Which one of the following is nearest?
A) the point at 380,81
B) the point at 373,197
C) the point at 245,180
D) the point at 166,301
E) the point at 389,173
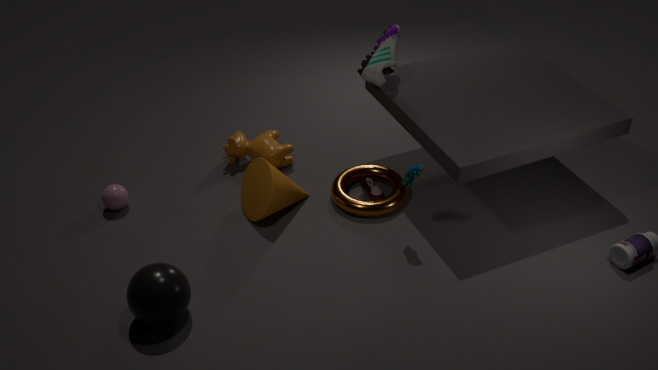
the point at 166,301
